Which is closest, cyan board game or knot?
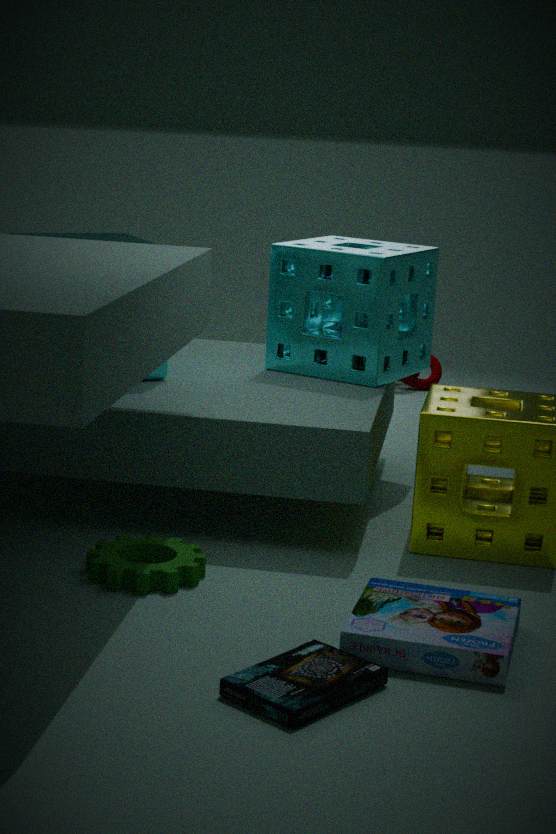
cyan board game
